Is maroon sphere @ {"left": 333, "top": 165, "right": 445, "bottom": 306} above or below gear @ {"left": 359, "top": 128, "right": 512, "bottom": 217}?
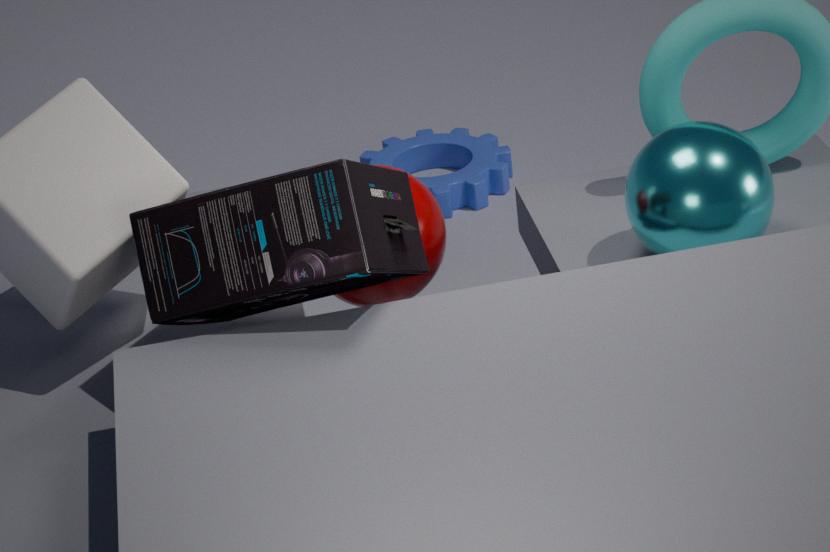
above
